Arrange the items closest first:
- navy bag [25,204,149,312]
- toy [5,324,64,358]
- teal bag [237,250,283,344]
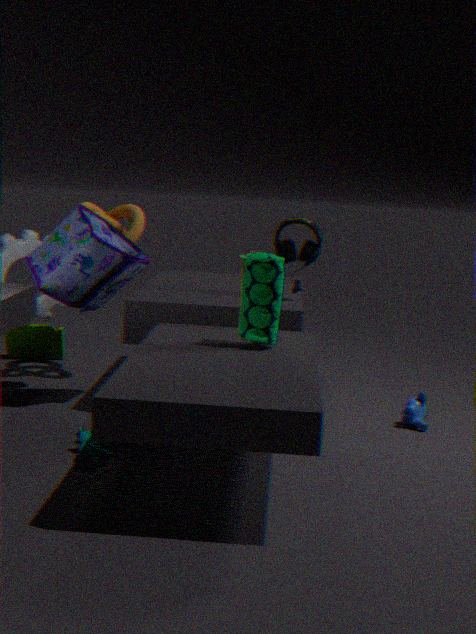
1. teal bag [237,250,283,344]
2. navy bag [25,204,149,312]
3. toy [5,324,64,358]
